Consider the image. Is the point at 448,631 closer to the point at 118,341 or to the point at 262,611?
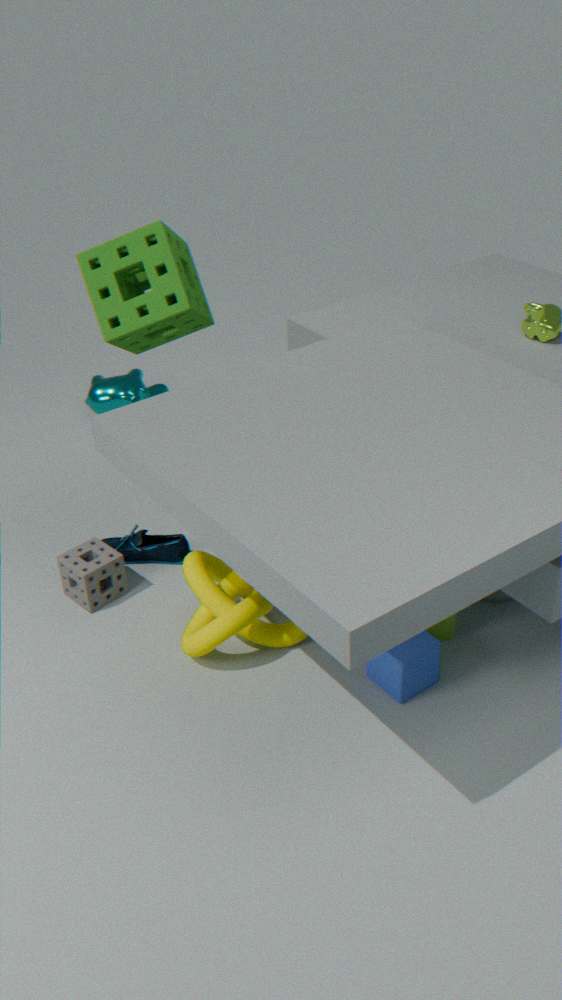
the point at 262,611
